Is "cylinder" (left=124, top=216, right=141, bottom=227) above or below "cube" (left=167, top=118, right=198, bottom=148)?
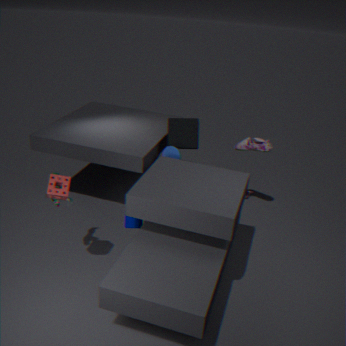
below
